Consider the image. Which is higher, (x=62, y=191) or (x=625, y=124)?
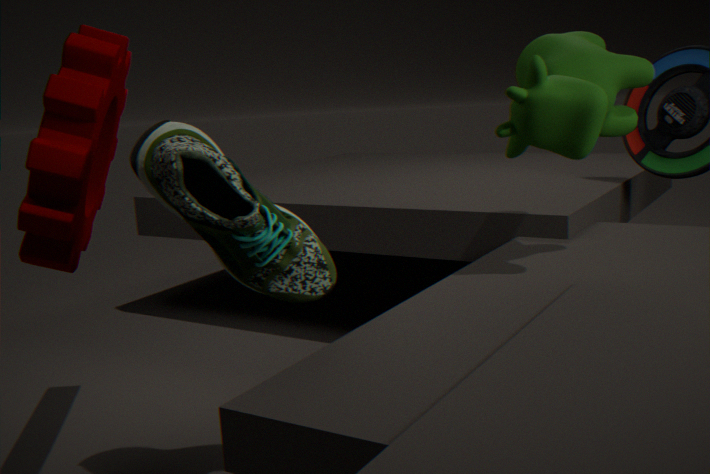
(x=625, y=124)
